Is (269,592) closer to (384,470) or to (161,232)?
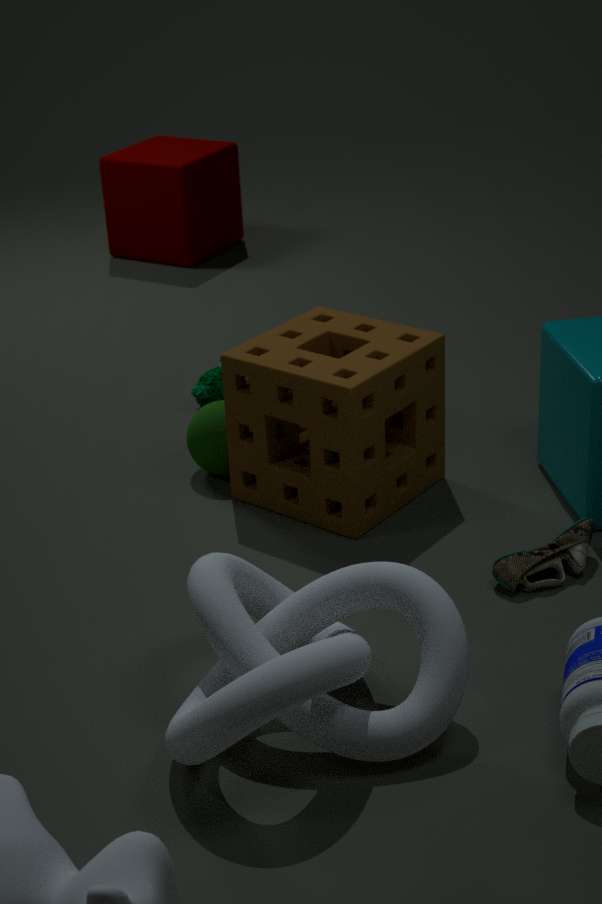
(384,470)
